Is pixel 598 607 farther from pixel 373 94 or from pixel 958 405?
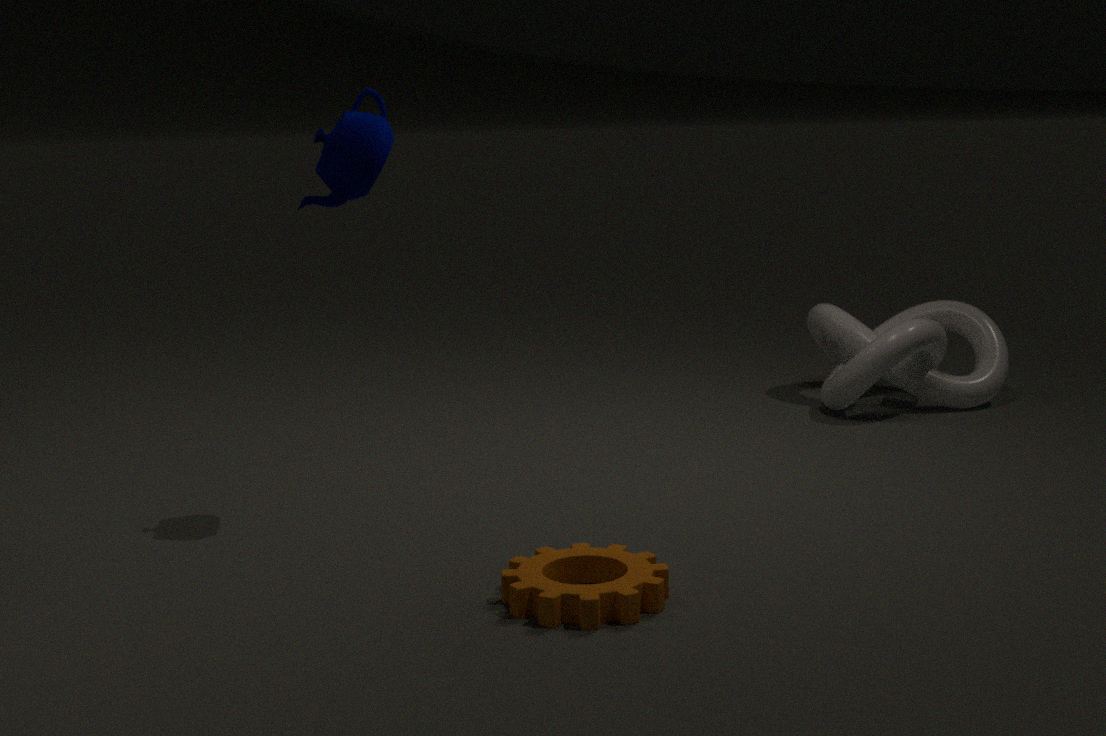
pixel 958 405
